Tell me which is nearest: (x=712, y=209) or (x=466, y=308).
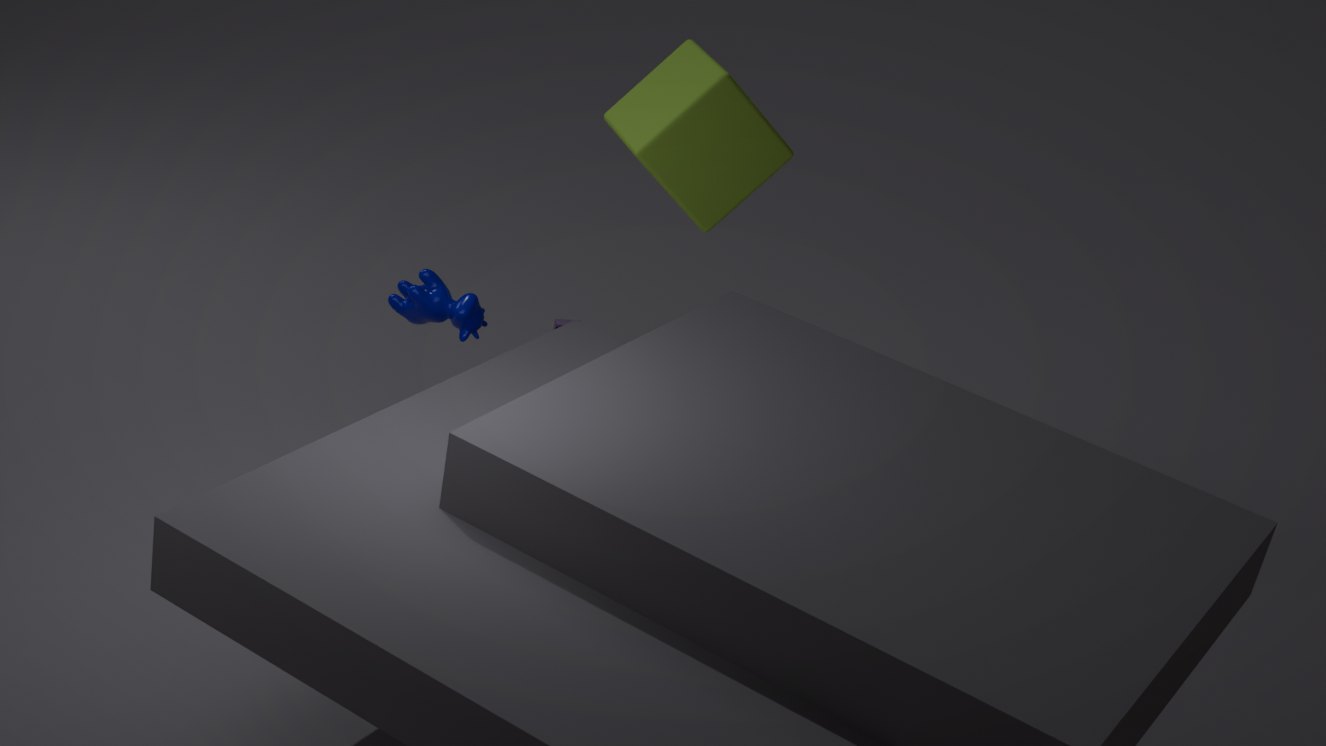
(x=466, y=308)
